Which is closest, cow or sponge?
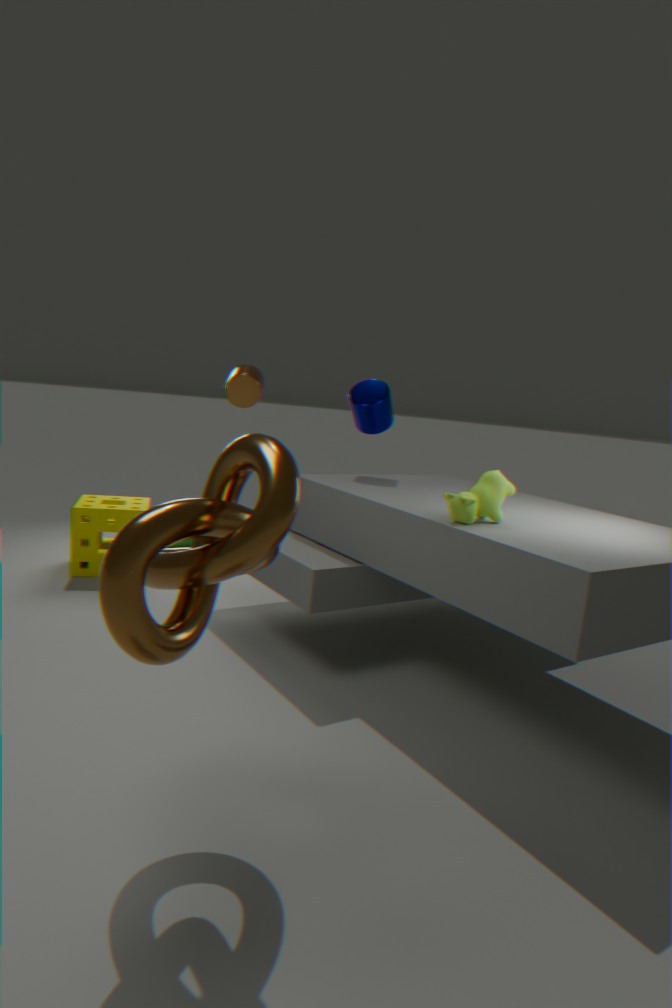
cow
